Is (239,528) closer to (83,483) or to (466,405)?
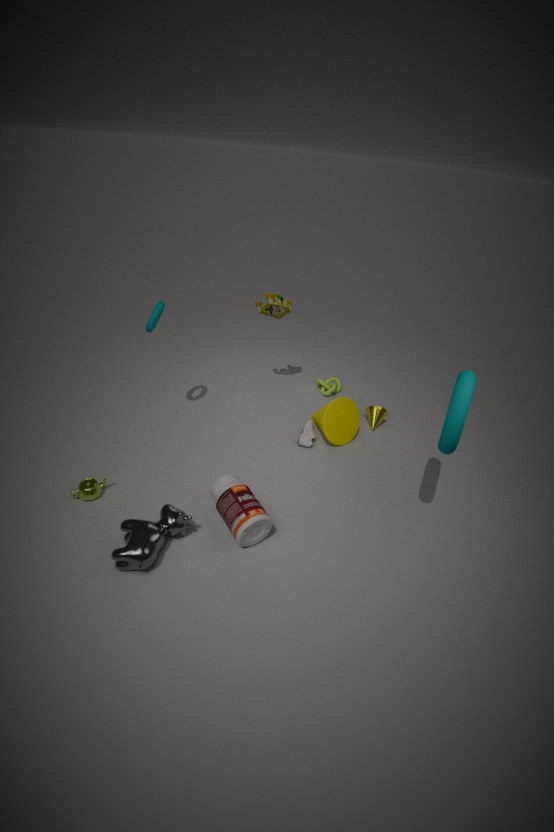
(83,483)
